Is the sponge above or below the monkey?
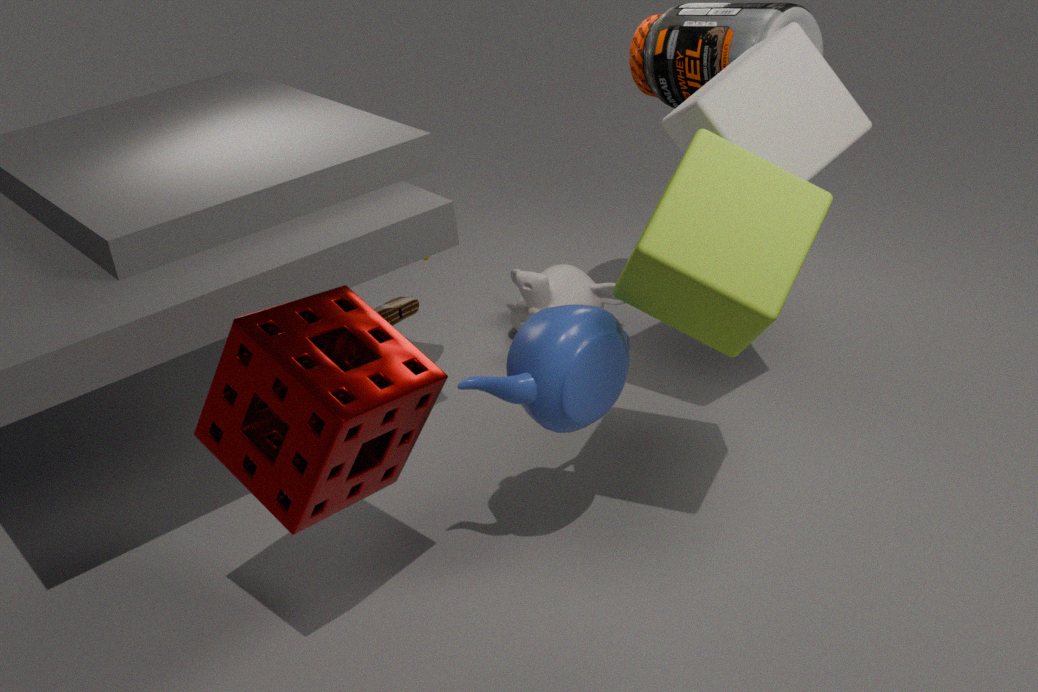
above
